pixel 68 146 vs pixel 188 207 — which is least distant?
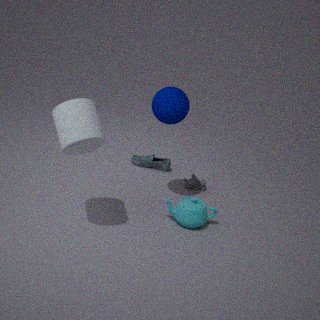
pixel 68 146
